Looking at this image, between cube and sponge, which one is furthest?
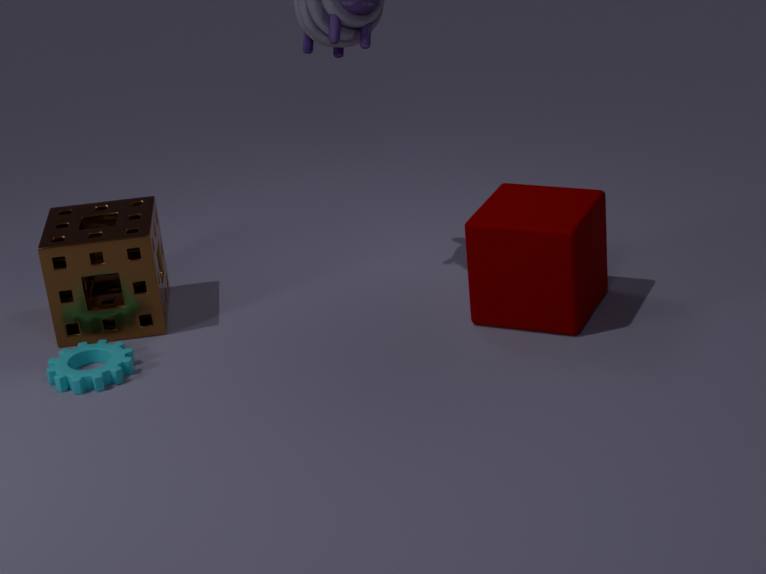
sponge
